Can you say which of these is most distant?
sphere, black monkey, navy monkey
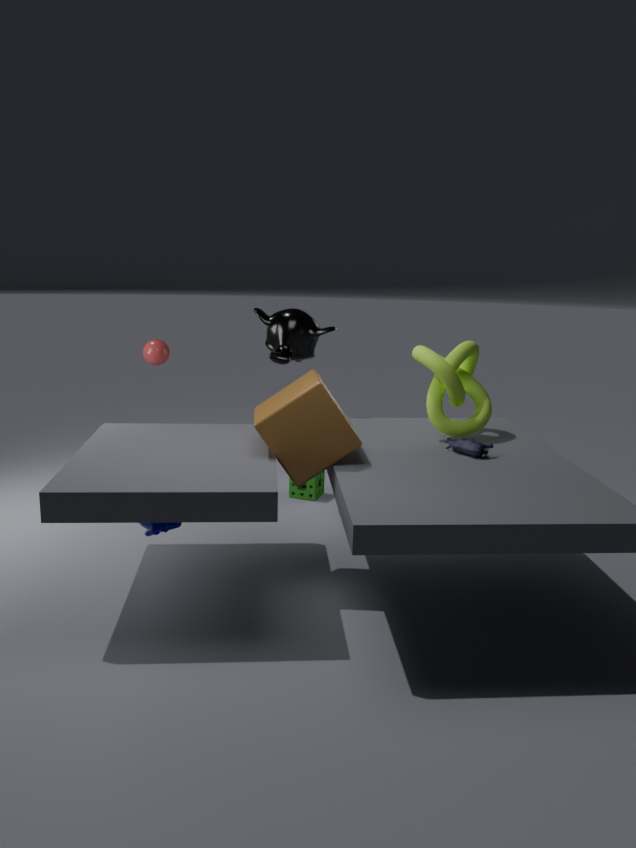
sphere
